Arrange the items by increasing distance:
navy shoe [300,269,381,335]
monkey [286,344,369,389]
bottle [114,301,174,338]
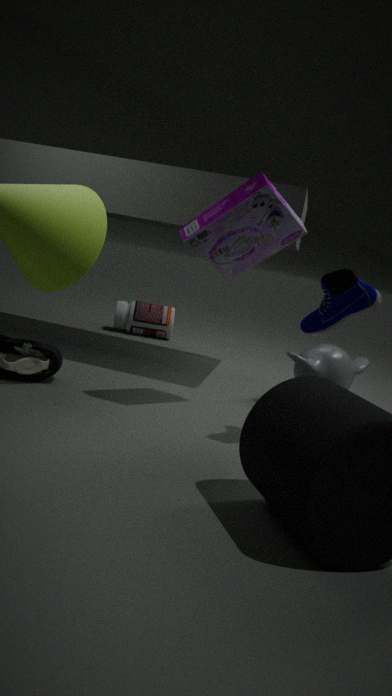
navy shoe [300,269,381,335] → monkey [286,344,369,389] → bottle [114,301,174,338]
